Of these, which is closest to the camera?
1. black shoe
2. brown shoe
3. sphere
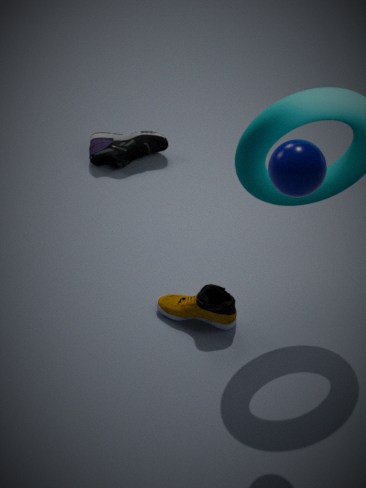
sphere
